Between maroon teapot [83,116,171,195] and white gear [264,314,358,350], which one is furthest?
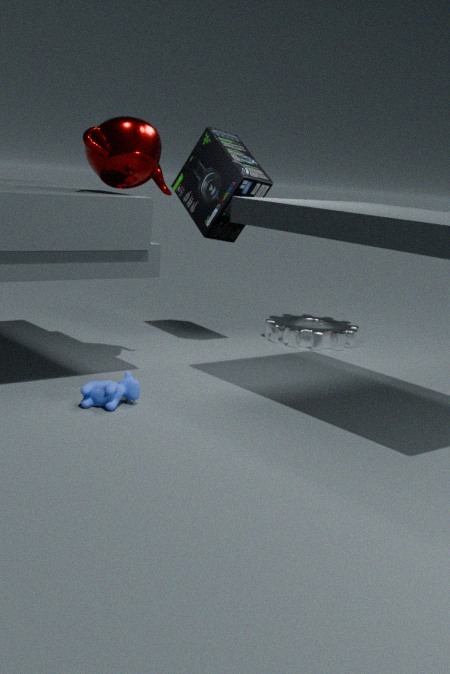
white gear [264,314,358,350]
